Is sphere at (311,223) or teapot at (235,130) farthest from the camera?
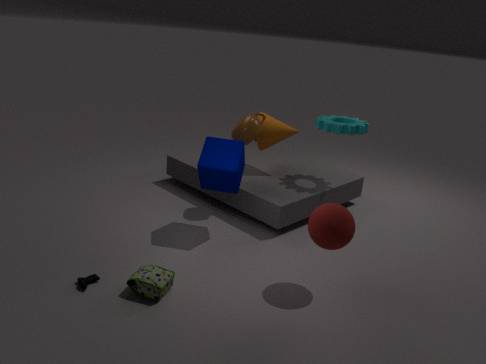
teapot at (235,130)
